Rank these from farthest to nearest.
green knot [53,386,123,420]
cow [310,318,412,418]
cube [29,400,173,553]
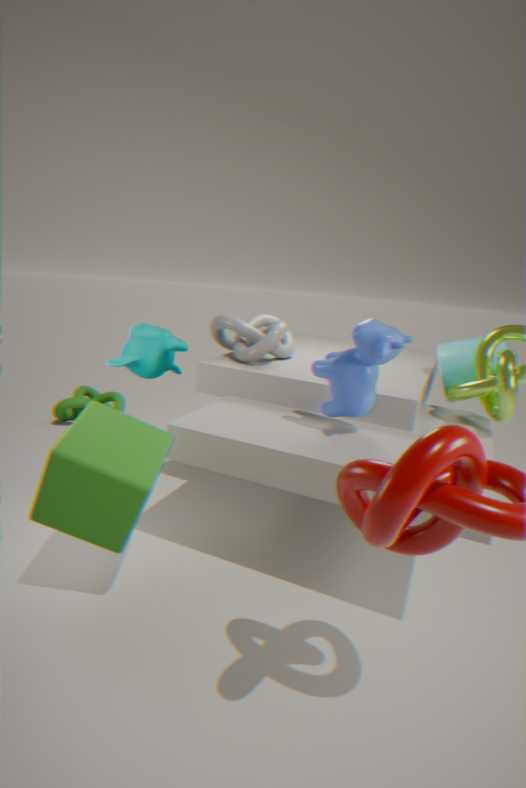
green knot [53,386,123,420]
cow [310,318,412,418]
cube [29,400,173,553]
